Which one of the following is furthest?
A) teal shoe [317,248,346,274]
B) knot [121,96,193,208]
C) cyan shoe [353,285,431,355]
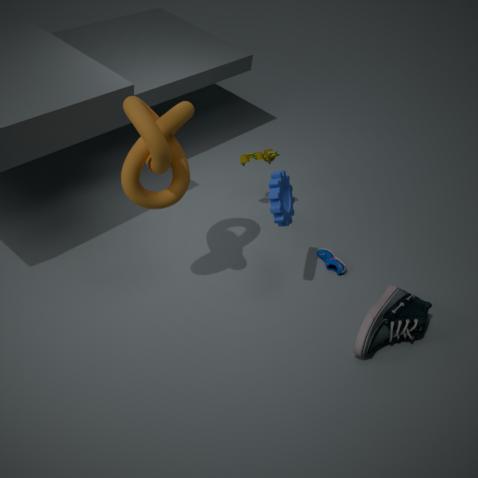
teal shoe [317,248,346,274]
